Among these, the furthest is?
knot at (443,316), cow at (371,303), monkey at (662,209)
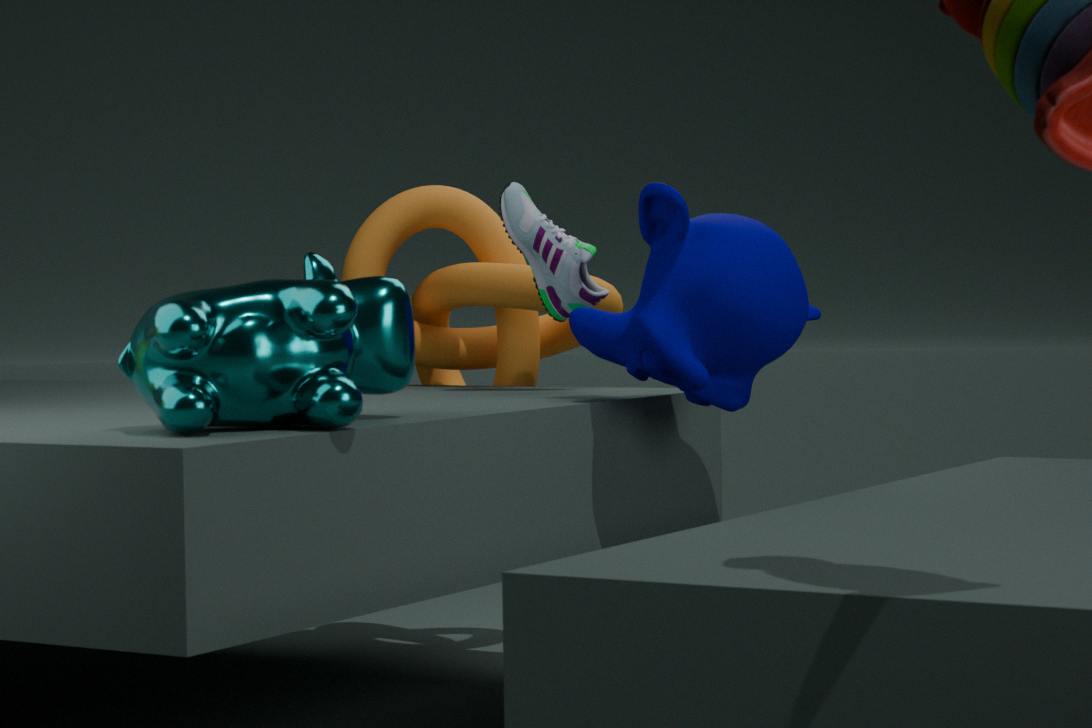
knot at (443,316)
